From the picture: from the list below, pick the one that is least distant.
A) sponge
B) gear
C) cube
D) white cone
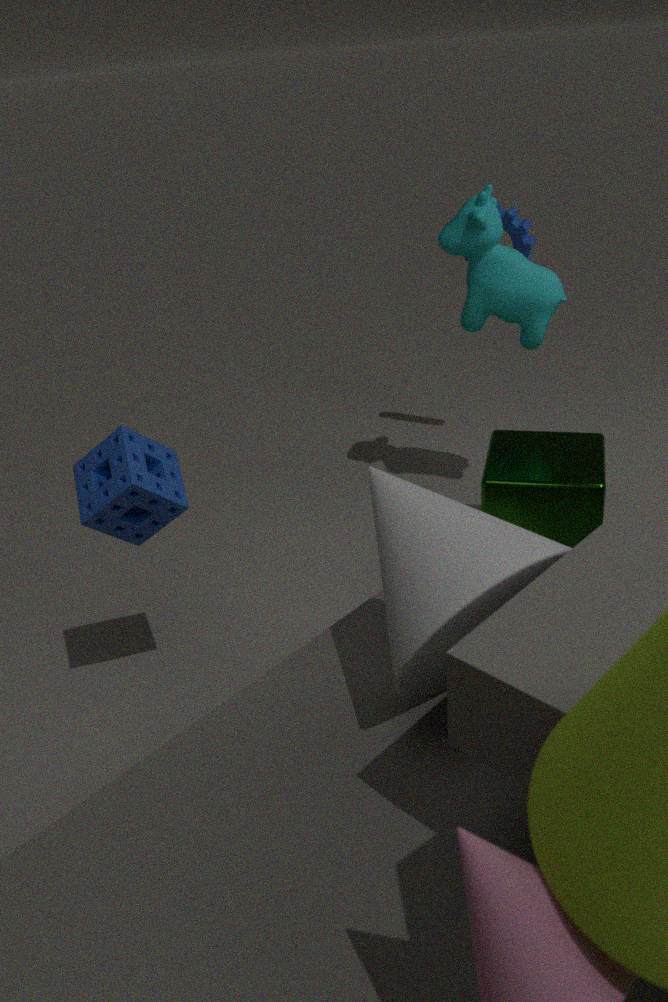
white cone
